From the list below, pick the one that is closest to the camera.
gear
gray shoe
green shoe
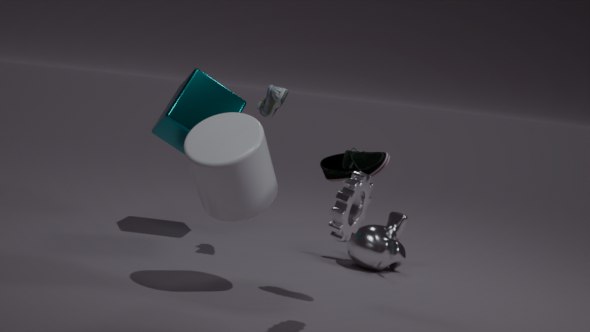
gear
